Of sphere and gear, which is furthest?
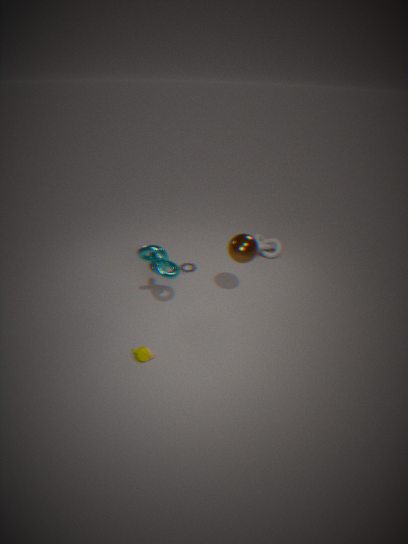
gear
